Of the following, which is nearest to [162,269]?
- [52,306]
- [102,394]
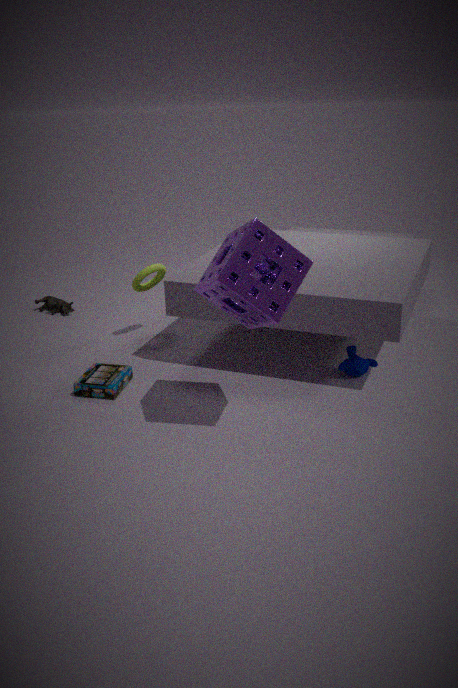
[102,394]
